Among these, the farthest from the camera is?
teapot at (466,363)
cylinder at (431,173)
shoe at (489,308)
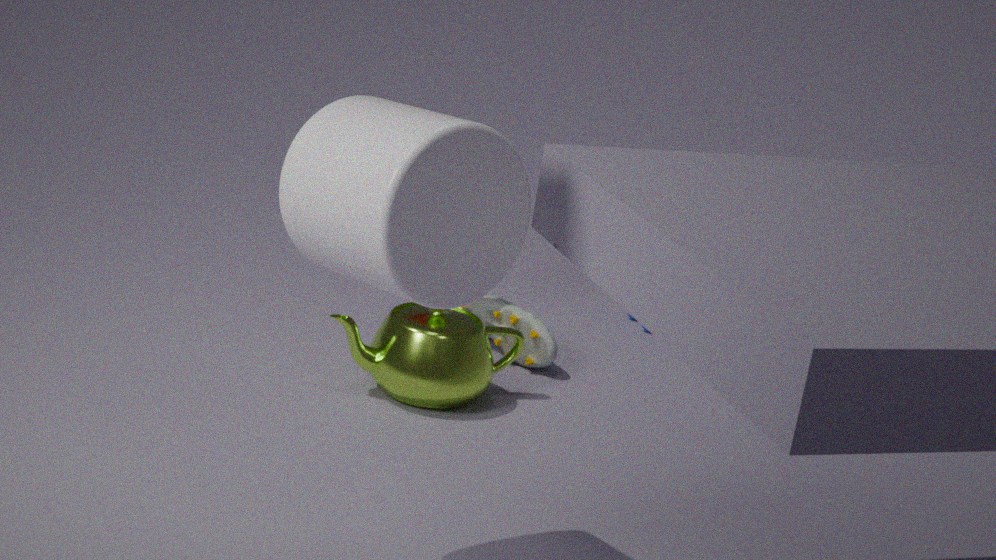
shoe at (489,308)
